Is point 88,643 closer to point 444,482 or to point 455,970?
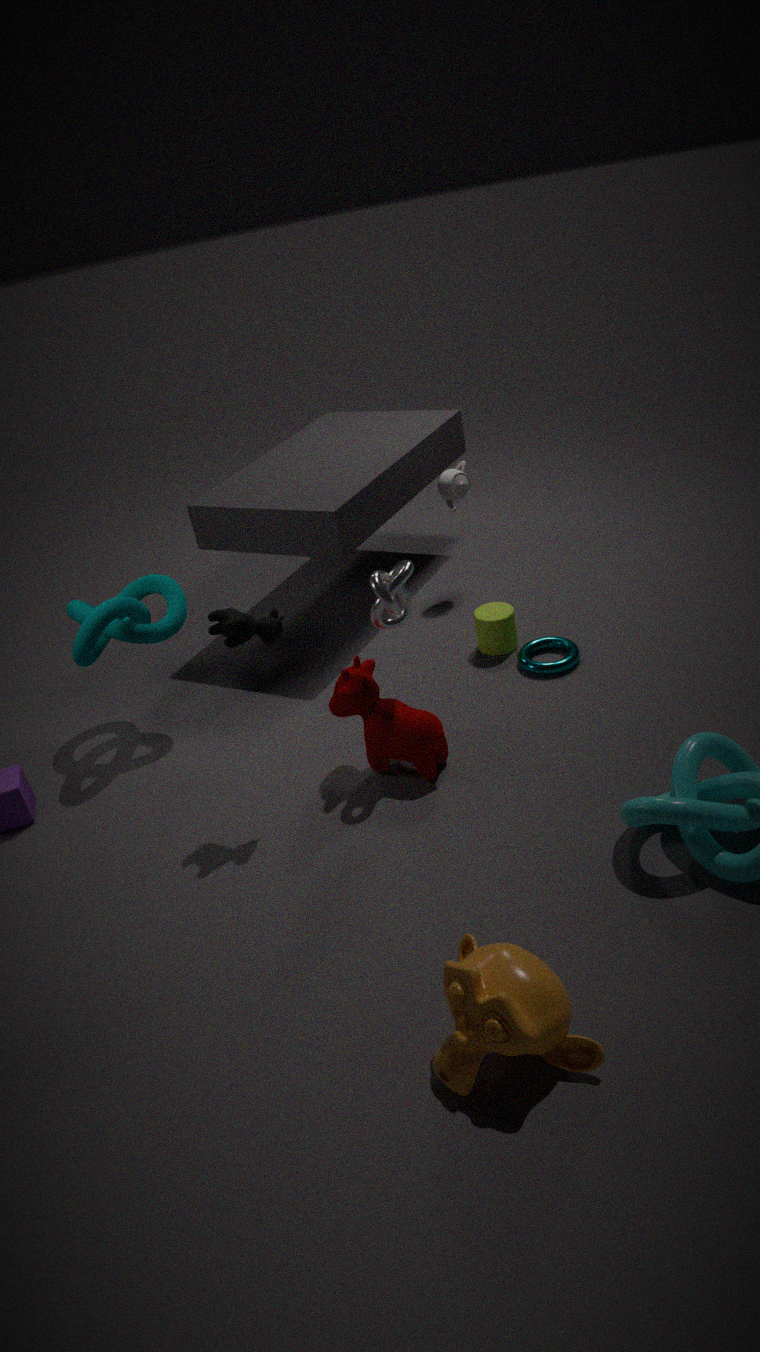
point 444,482
